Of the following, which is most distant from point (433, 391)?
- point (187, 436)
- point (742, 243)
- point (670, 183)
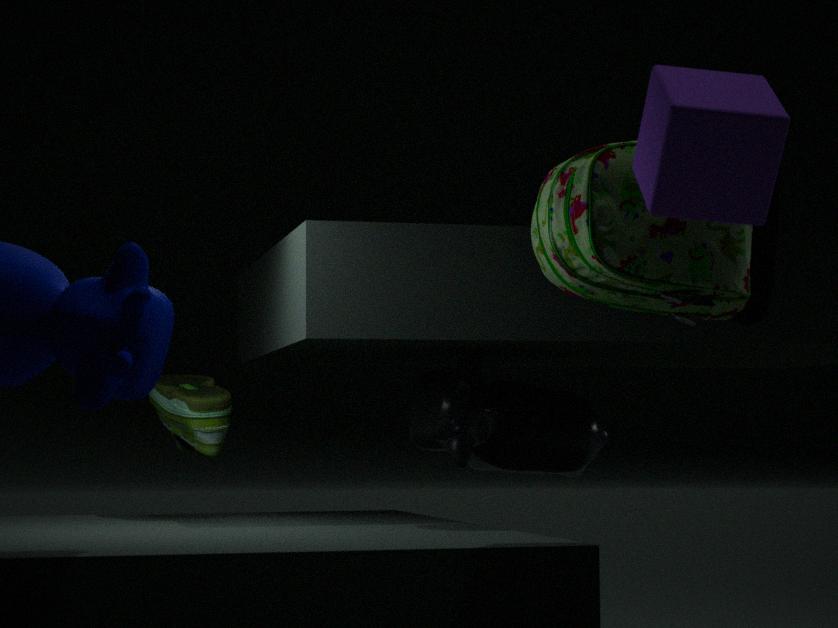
point (670, 183)
